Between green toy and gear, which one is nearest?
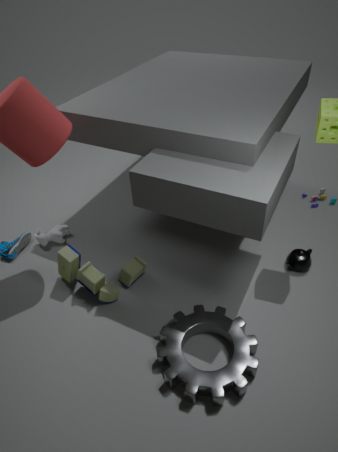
gear
